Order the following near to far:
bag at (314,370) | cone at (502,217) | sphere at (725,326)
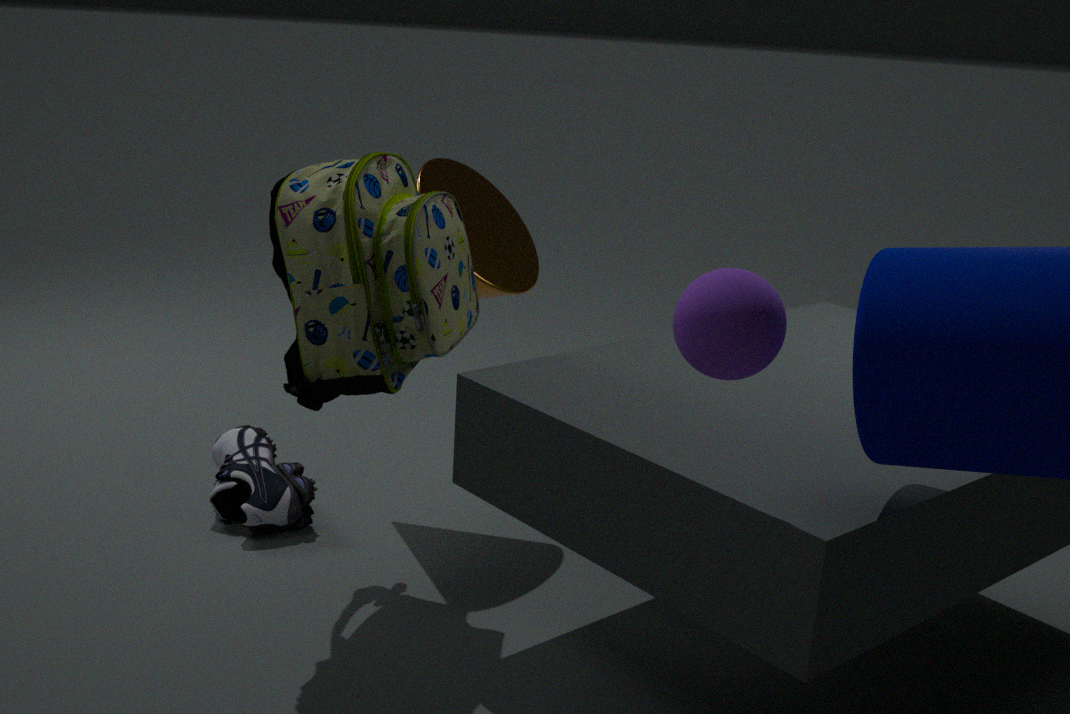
sphere at (725,326) → bag at (314,370) → cone at (502,217)
